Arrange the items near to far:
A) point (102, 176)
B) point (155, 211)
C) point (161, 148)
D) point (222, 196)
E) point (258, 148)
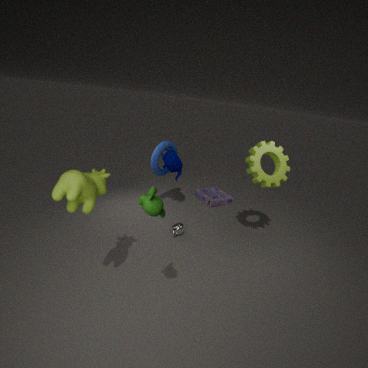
1. point (155, 211)
2. point (102, 176)
3. point (258, 148)
4. point (161, 148)
5. point (222, 196)
